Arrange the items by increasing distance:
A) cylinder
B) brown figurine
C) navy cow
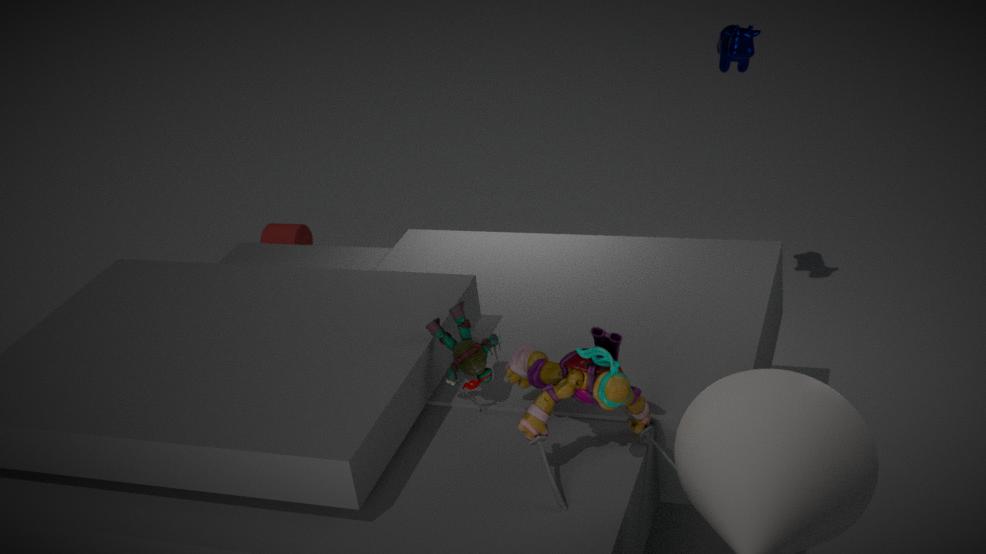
1. brown figurine
2. navy cow
3. cylinder
